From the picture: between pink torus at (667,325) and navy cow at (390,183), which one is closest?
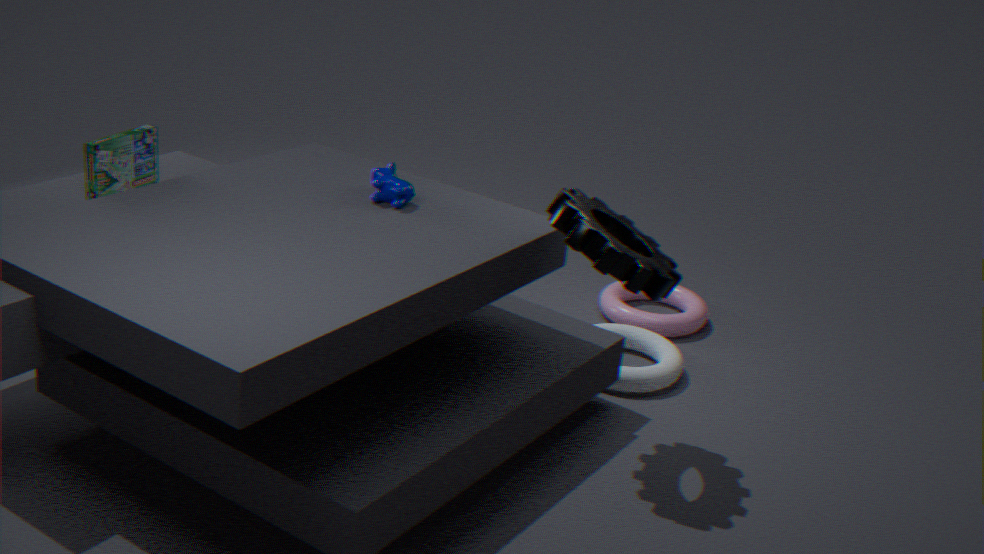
navy cow at (390,183)
